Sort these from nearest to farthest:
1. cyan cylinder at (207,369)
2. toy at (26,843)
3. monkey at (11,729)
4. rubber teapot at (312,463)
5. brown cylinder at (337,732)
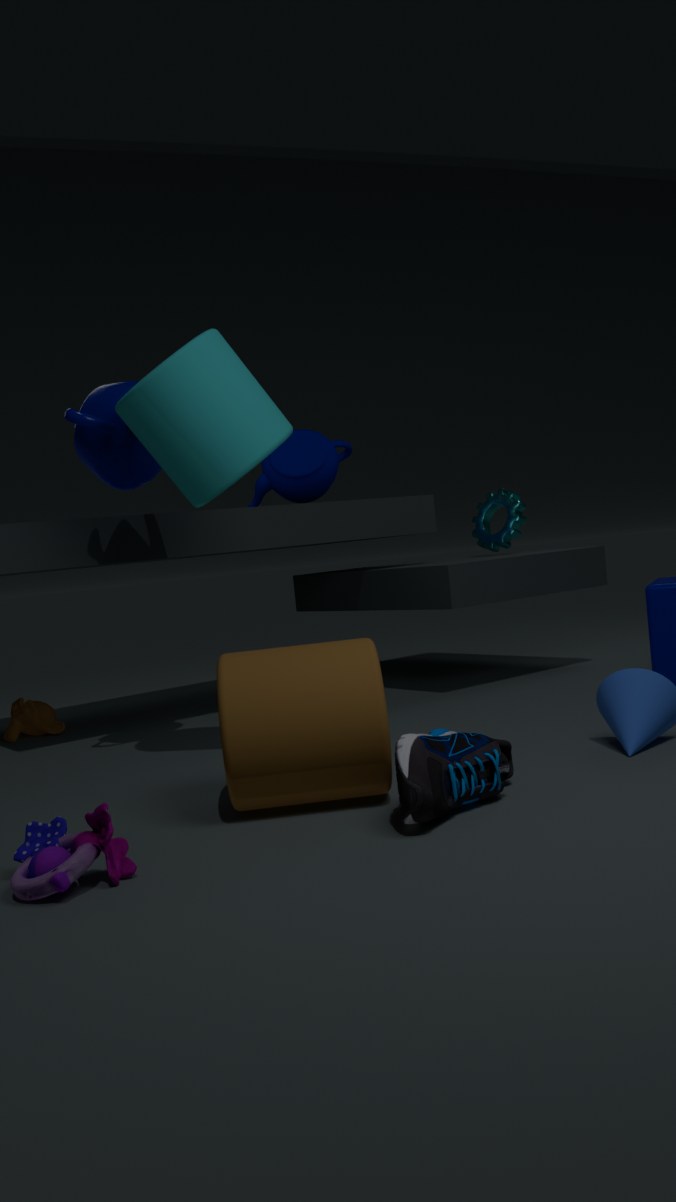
toy at (26,843) < brown cylinder at (337,732) < cyan cylinder at (207,369) < monkey at (11,729) < rubber teapot at (312,463)
